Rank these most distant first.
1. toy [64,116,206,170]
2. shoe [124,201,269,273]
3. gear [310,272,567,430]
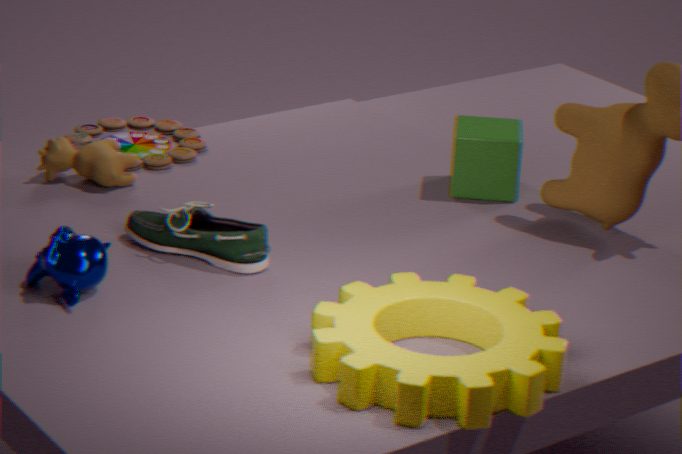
toy [64,116,206,170], shoe [124,201,269,273], gear [310,272,567,430]
